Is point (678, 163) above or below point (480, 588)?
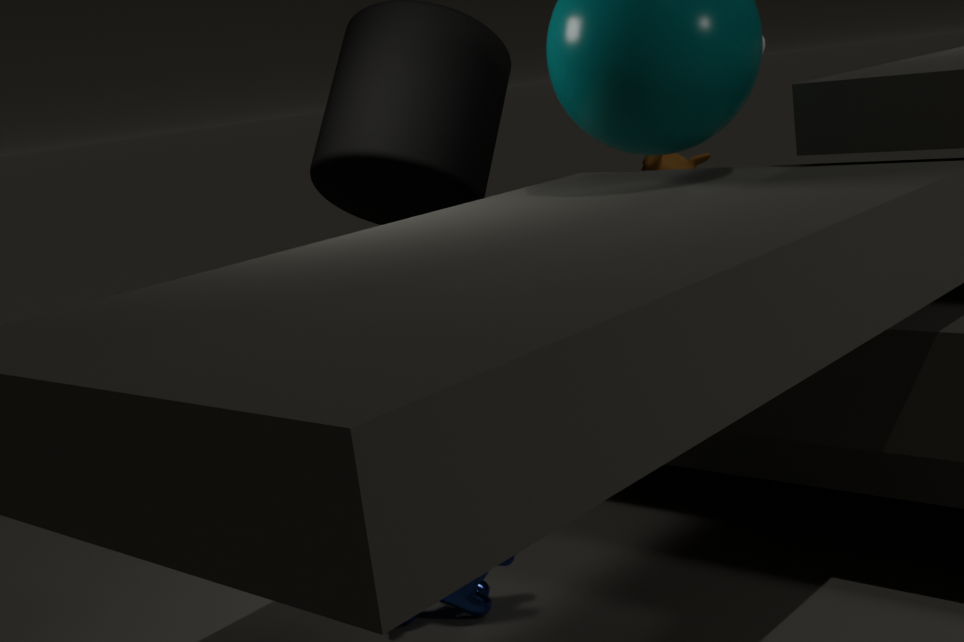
above
